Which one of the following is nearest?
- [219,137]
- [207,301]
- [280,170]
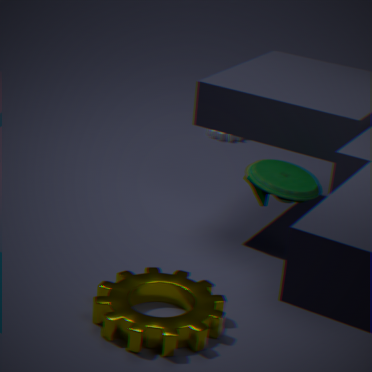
[207,301]
